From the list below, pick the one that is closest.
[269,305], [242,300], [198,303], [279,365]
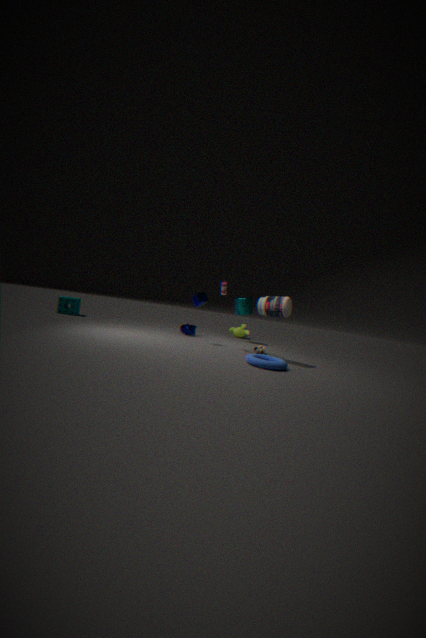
[279,365]
